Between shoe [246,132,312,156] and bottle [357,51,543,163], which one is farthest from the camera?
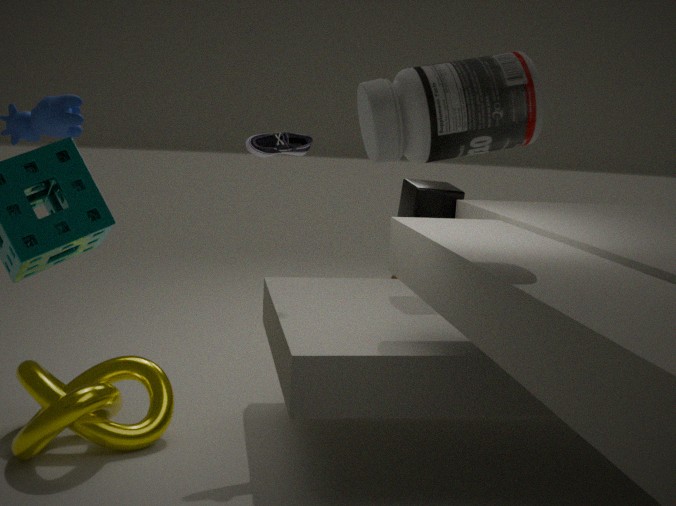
shoe [246,132,312,156]
